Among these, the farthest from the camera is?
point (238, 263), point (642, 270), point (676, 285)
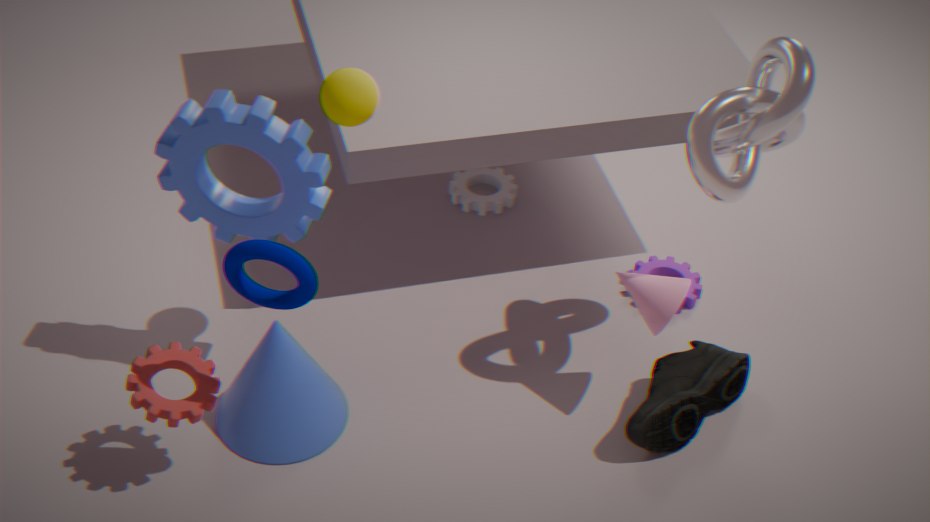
point (642, 270)
